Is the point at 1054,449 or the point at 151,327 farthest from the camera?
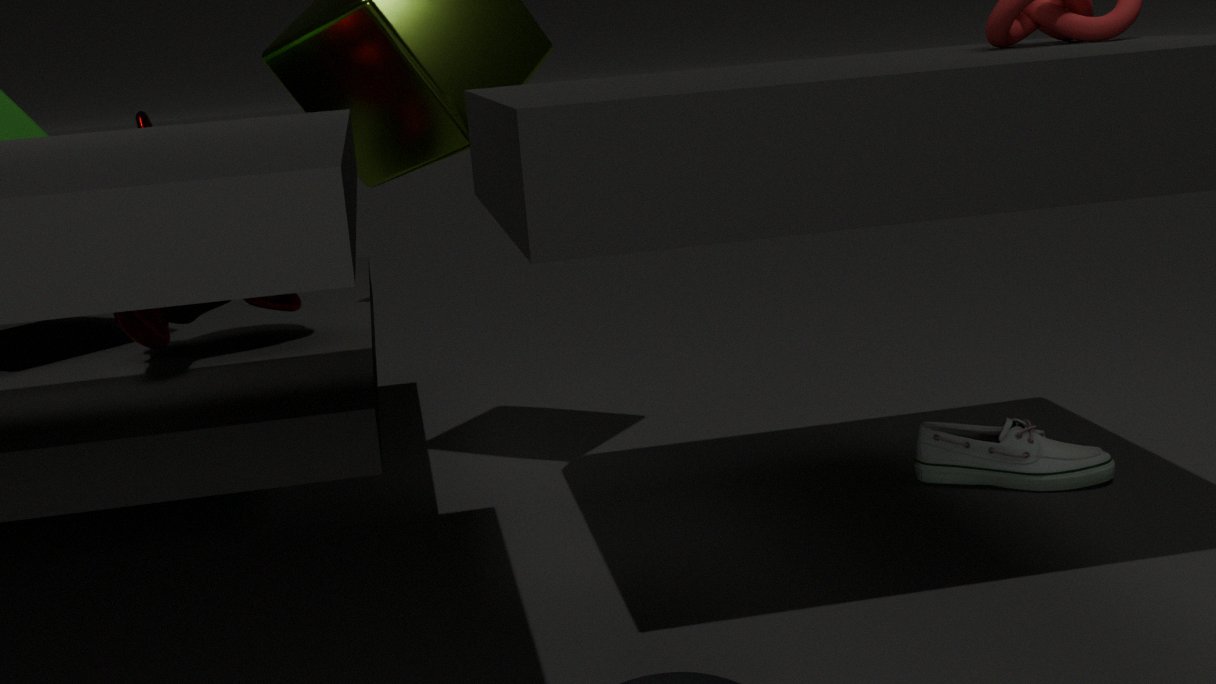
the point at 1054,449
